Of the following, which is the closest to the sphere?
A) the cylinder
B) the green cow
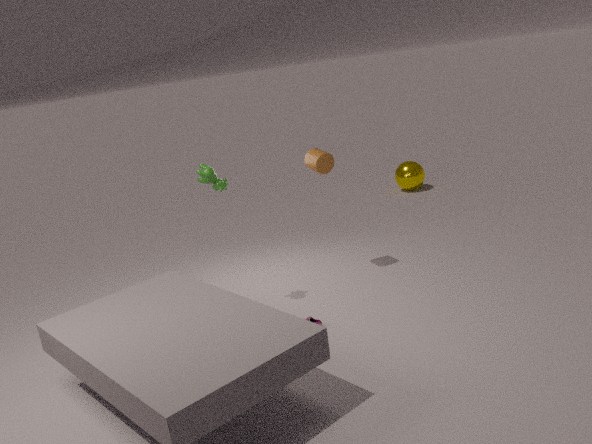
the cylinder
